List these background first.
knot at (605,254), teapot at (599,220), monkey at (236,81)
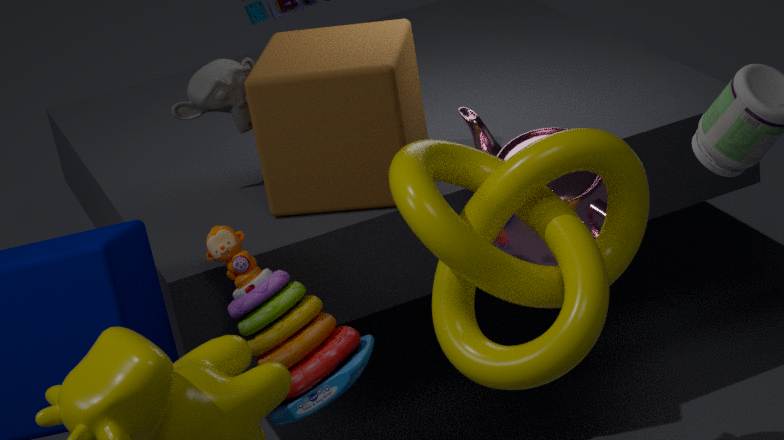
1. monkey at (236,81)
2. teapot at (599,220)
3. knot at (605,254)
